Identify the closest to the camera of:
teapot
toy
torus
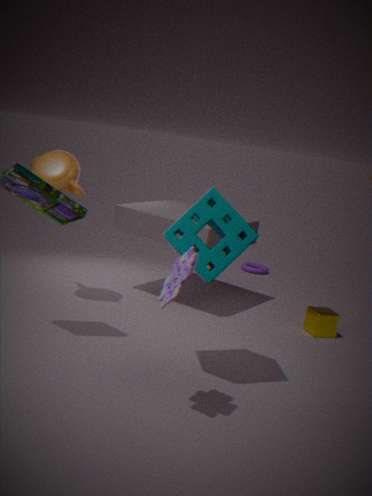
toy
